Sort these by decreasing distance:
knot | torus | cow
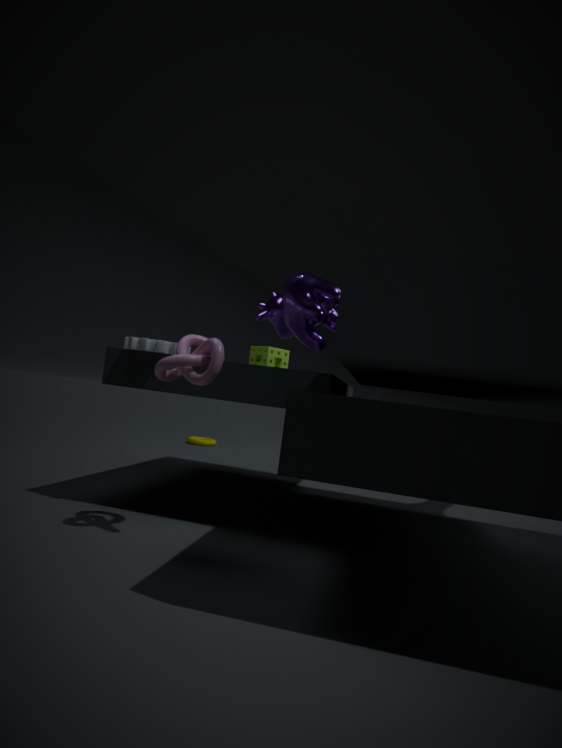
torus
cow
knot
